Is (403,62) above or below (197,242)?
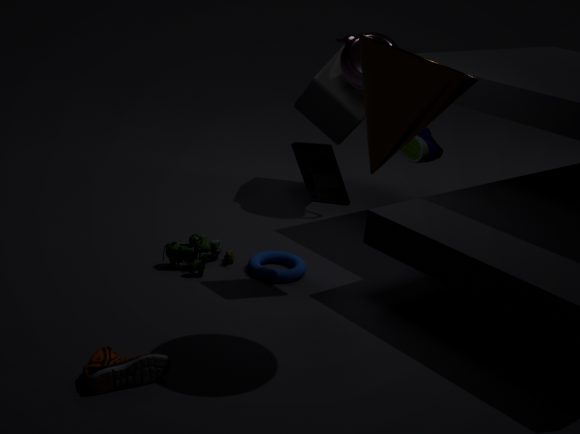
above
